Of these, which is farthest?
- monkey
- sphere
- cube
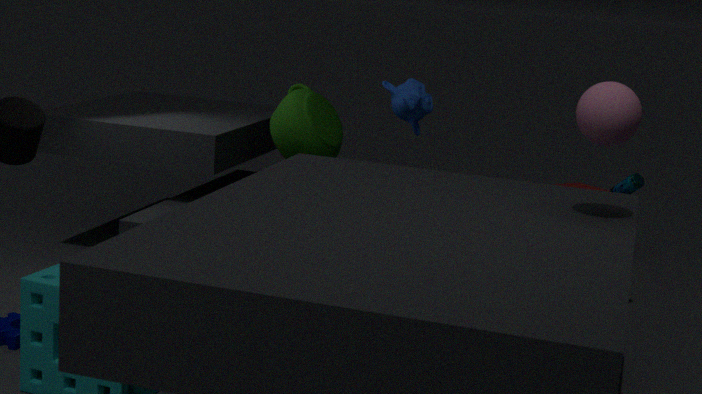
cube
